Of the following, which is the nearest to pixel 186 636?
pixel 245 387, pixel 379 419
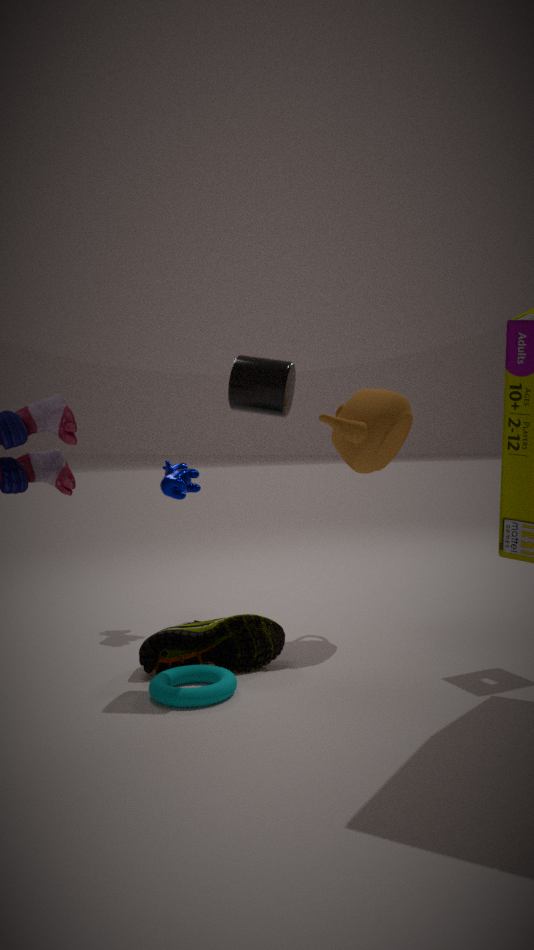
pixel 245 387
